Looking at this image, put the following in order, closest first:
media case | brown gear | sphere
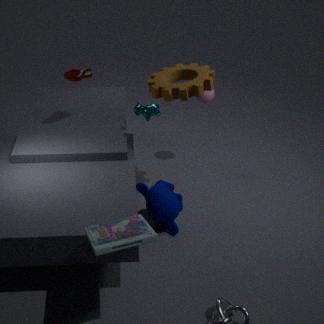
media case
brown gear
sphere
